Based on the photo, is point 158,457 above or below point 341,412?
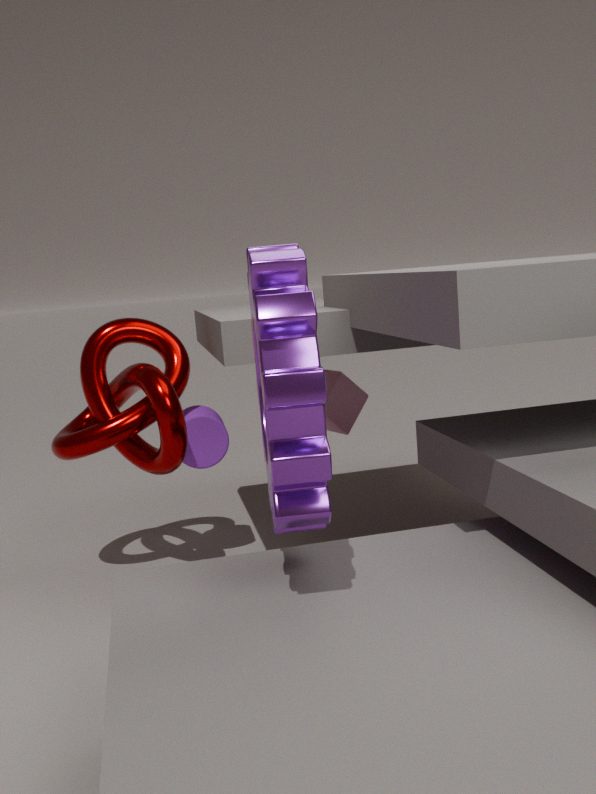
above
